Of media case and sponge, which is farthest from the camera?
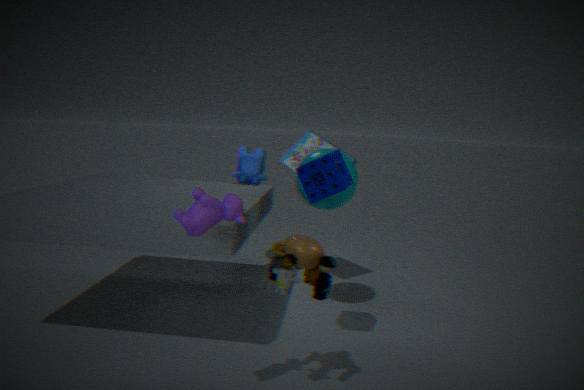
media case
